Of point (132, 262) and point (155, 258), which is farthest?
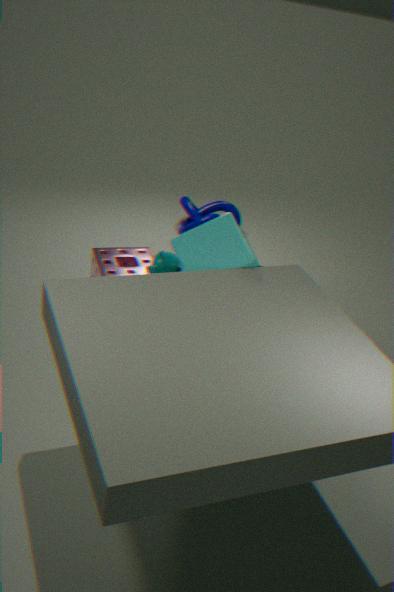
point (132, 262)
